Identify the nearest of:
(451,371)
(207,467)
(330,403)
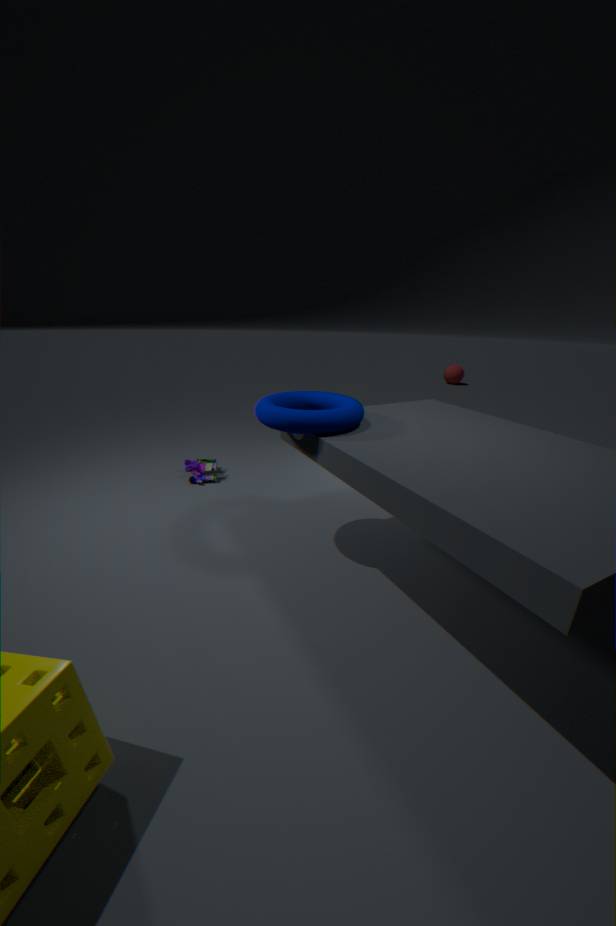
(330,403)
